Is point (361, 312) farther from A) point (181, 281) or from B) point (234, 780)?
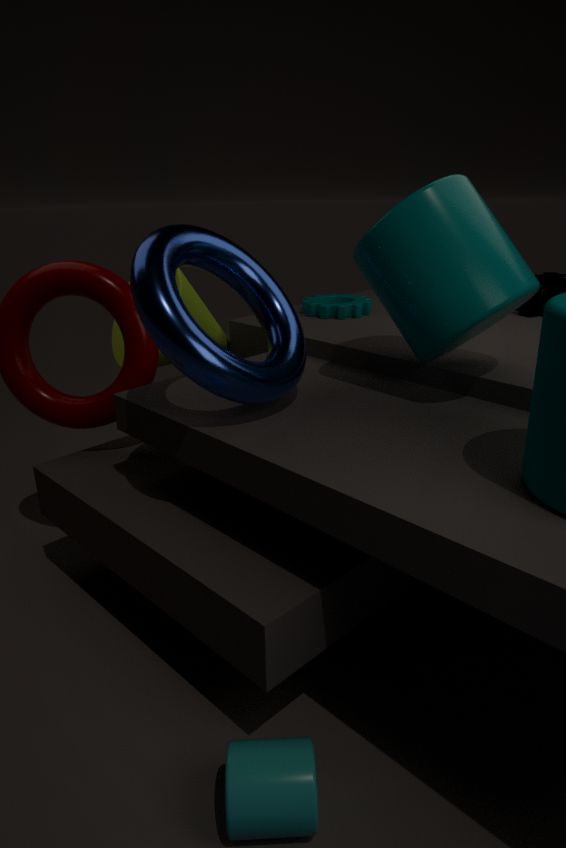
B) point (234, 780)
